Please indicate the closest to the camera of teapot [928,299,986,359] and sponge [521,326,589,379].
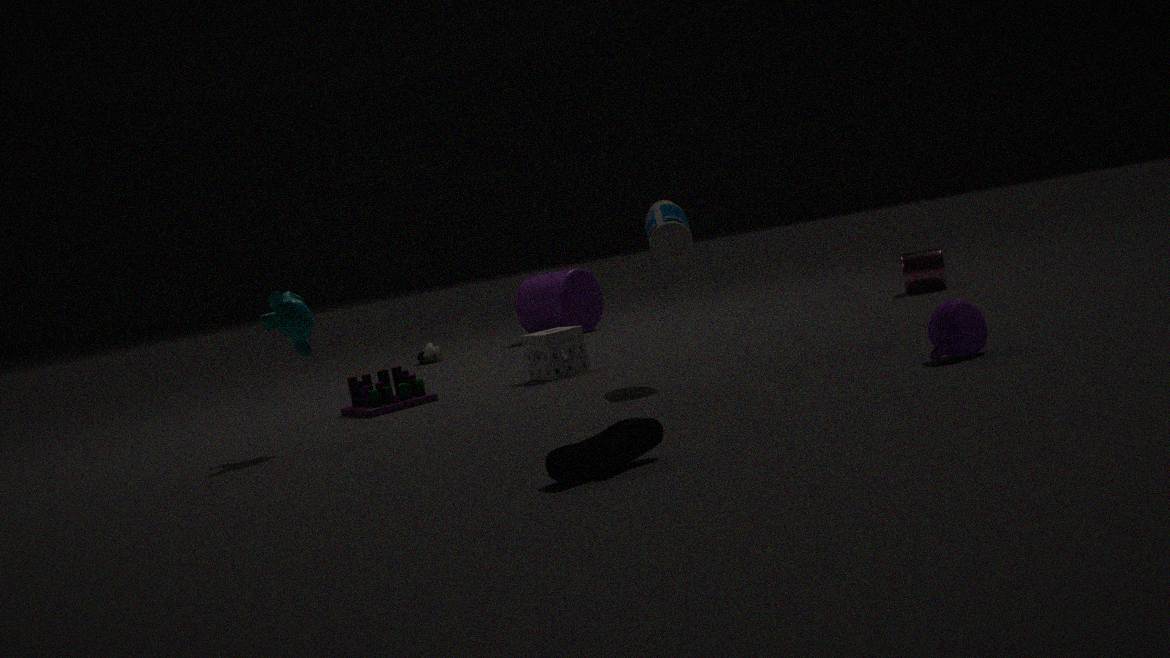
teapot [928,299,986,359]
